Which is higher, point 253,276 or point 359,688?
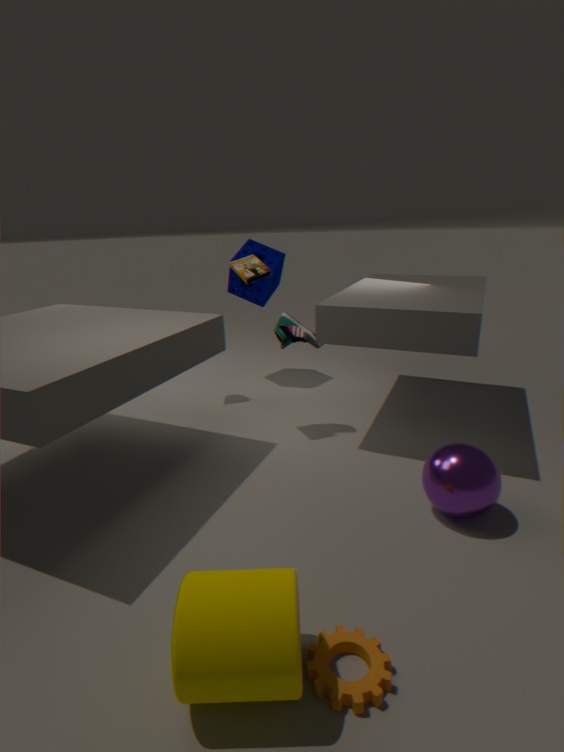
point 253,276
